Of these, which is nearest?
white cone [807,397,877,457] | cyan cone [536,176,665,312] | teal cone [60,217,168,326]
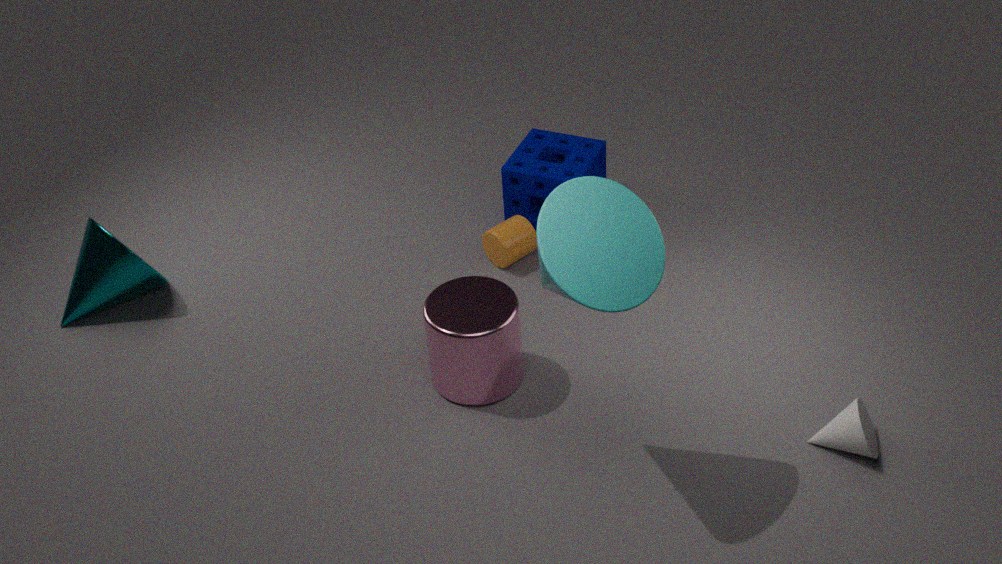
cyan cone [536,176,665,312]
